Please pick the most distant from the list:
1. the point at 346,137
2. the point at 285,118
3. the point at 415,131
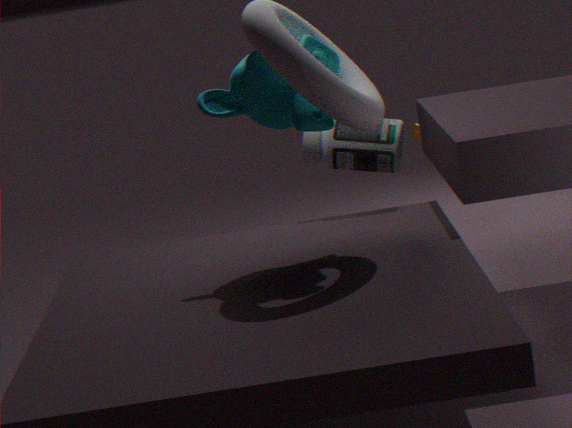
the point at 415,131
